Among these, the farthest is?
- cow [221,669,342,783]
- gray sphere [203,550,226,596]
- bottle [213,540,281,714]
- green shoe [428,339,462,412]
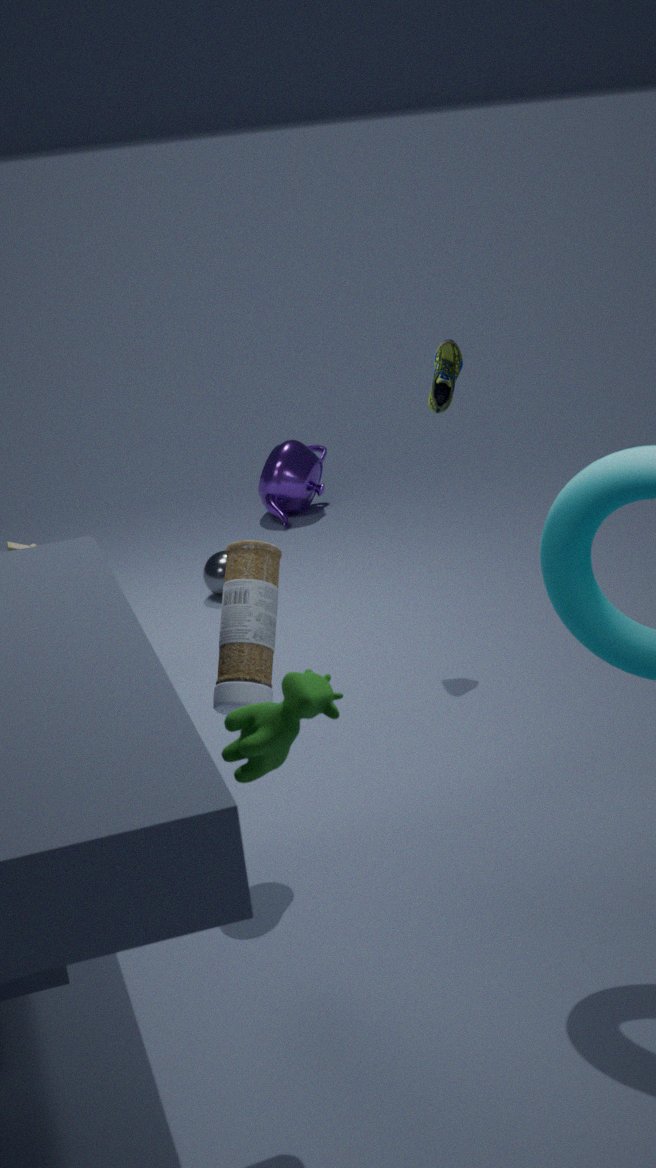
gray sphere [203,550,226,596]
